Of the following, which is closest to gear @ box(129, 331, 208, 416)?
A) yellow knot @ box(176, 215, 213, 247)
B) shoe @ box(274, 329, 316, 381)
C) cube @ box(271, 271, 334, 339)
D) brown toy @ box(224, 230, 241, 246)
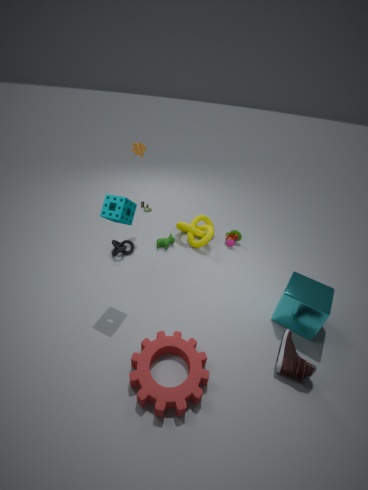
shoe @ box(274, 329, 316, 381)
